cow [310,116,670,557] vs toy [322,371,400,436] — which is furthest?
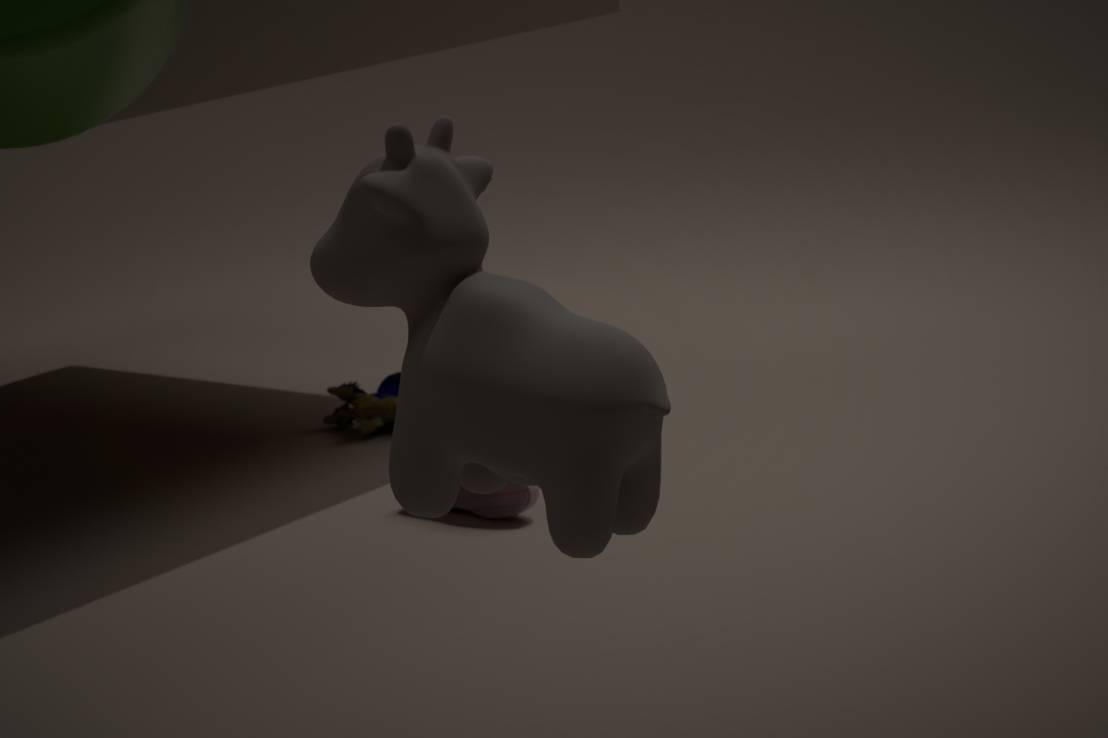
toy [322,371,400,436]
